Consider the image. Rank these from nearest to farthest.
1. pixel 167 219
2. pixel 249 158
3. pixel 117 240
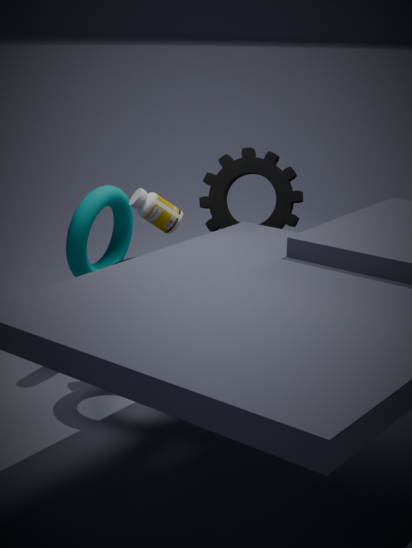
pixel 167 219
pixel 249 158
pixel 117 240
